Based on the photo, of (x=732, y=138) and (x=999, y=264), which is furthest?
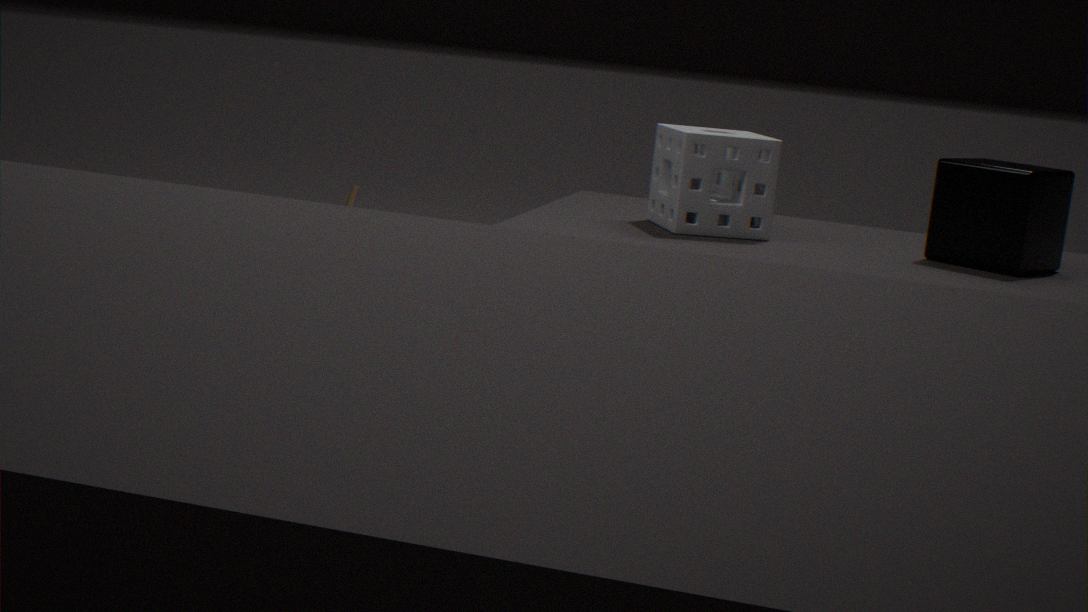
(x=732, y=138)
